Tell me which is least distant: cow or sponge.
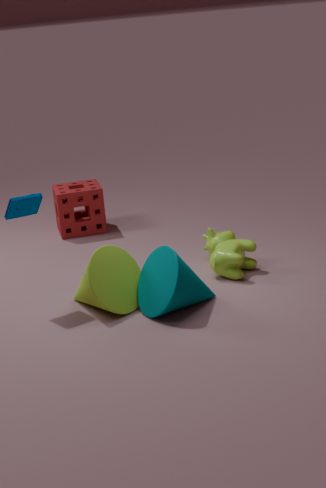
cow
